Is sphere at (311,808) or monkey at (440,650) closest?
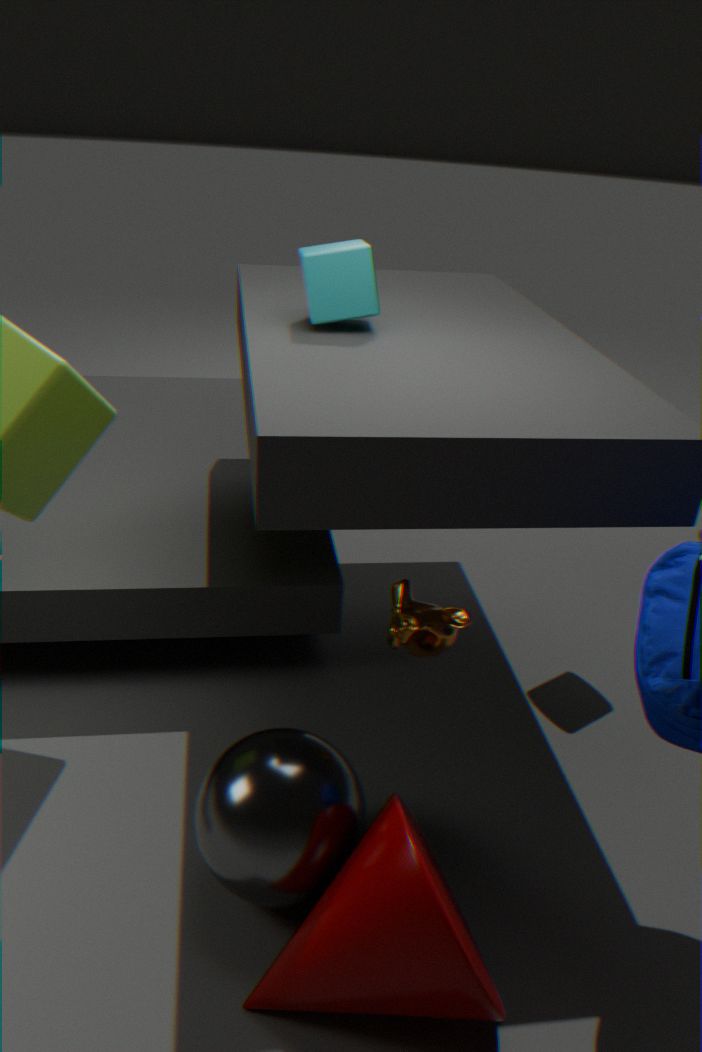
sphere at (311,808)
